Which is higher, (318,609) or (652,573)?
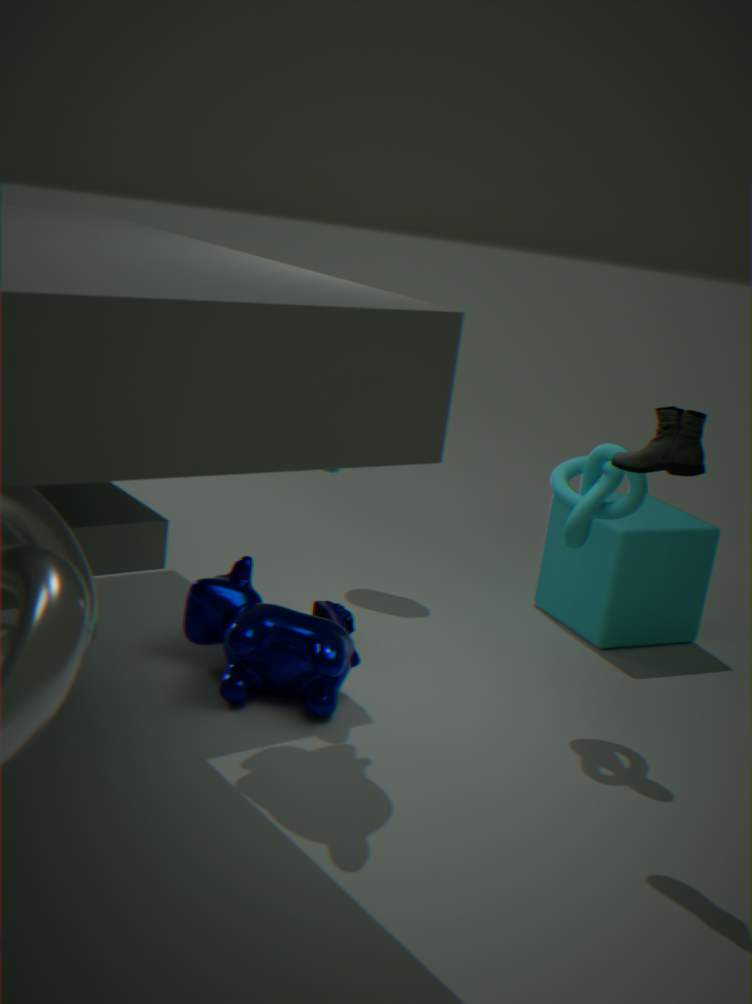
(652,573)
